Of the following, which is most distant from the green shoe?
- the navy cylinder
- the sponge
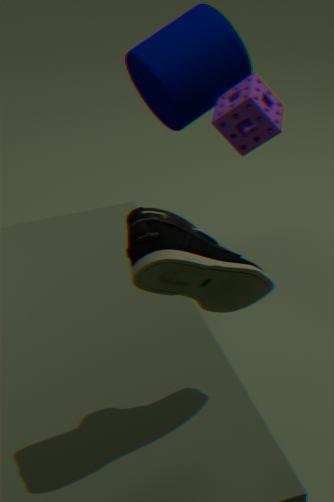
the navy cylinder
